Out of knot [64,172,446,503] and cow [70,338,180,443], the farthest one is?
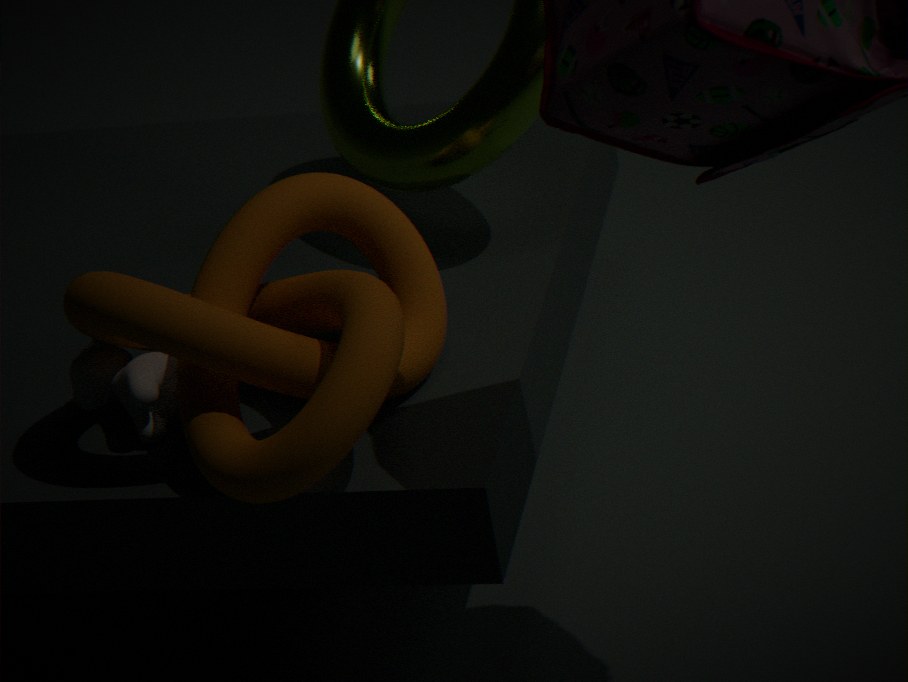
cow [70,338,180,443]
